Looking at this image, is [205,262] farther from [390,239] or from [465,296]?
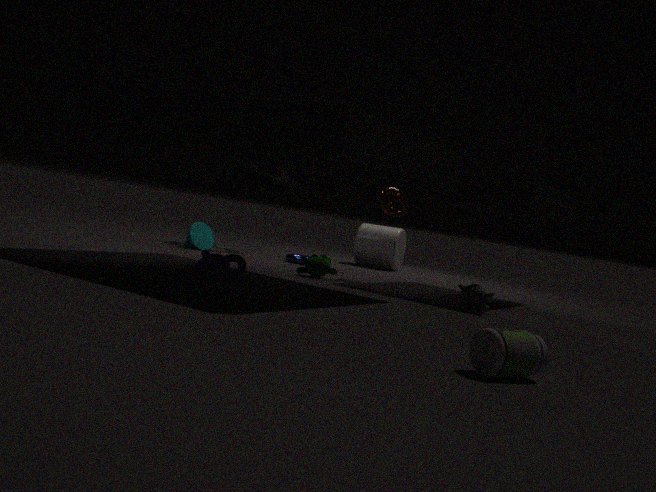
[390,239]
